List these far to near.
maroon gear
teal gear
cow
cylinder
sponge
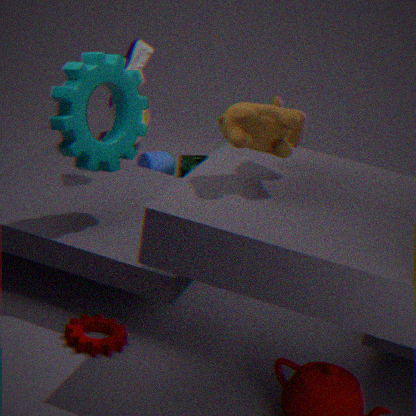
cylinder, sponge, teal gear, maroon gear, cow
